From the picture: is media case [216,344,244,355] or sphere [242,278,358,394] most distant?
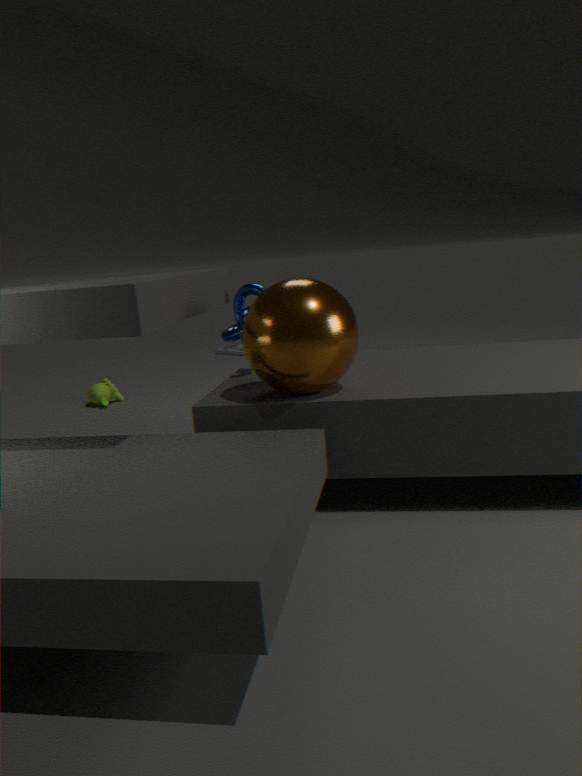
media case [216,344,244,355]
